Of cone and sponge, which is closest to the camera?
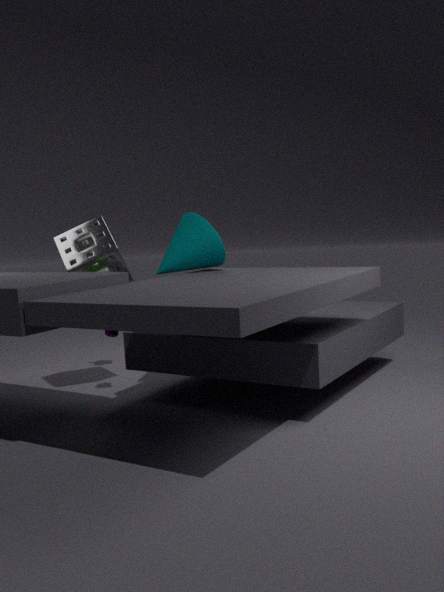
sponge
